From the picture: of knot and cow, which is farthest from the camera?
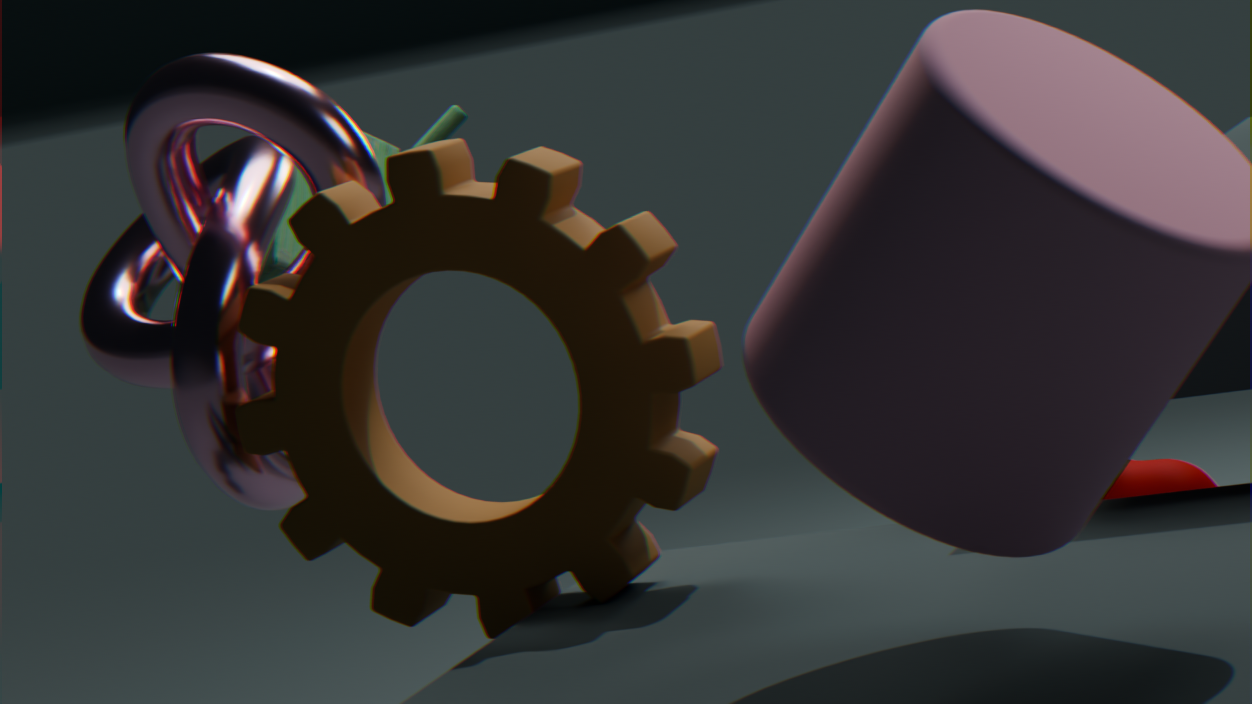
cow
